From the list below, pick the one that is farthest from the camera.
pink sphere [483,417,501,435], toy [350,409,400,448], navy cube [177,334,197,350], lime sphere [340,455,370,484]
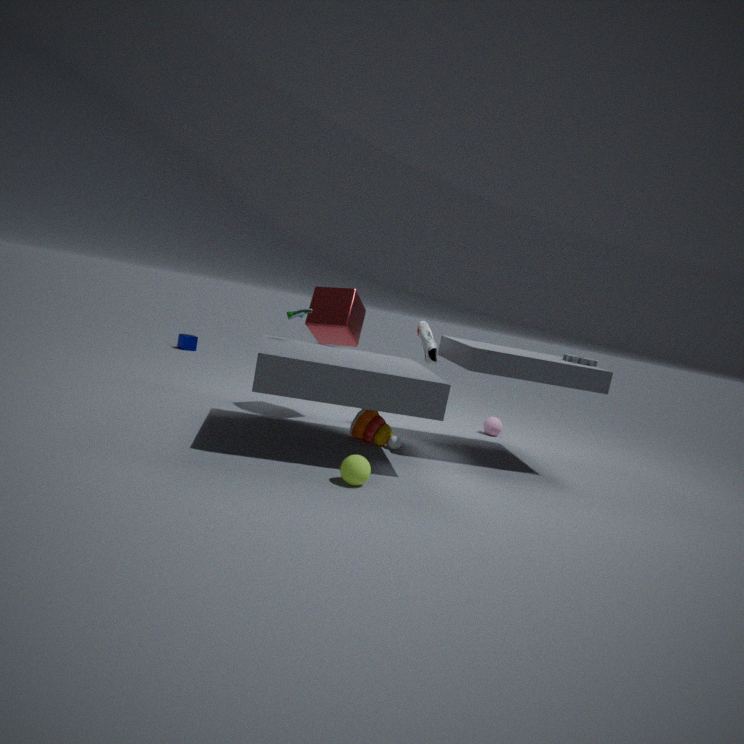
navy cube [177,334,197,350]
